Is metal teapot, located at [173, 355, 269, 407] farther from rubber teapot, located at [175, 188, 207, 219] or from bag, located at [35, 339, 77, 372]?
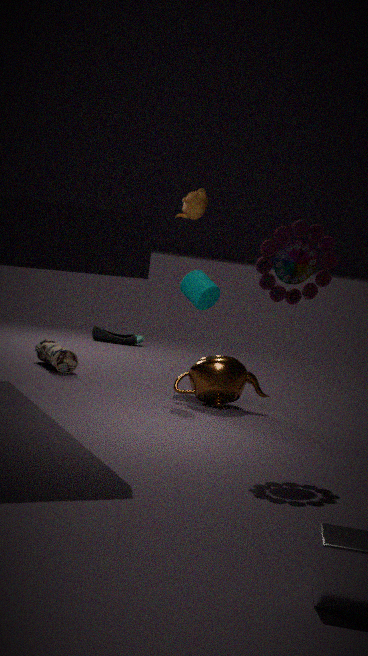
rubber teapot, located at [175, 188, 207, 219]
